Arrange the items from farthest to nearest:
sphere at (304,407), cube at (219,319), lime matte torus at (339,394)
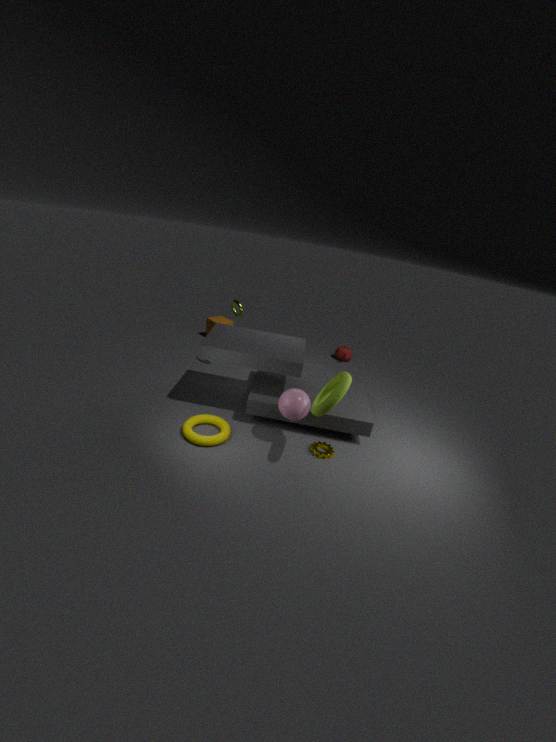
cube at (219,319) < sphere at (304,407) < lime matte torus at (339,394)
